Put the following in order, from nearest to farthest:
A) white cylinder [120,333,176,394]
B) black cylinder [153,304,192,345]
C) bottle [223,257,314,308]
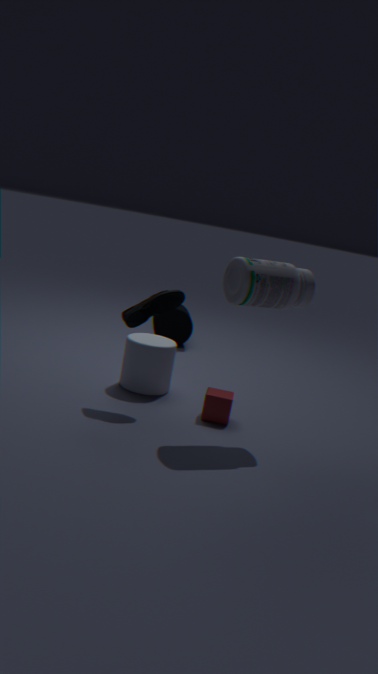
bottle [223,257,314,308] < white cylinder [120,333,176,394] < black cylinder [153,304,192,345]
